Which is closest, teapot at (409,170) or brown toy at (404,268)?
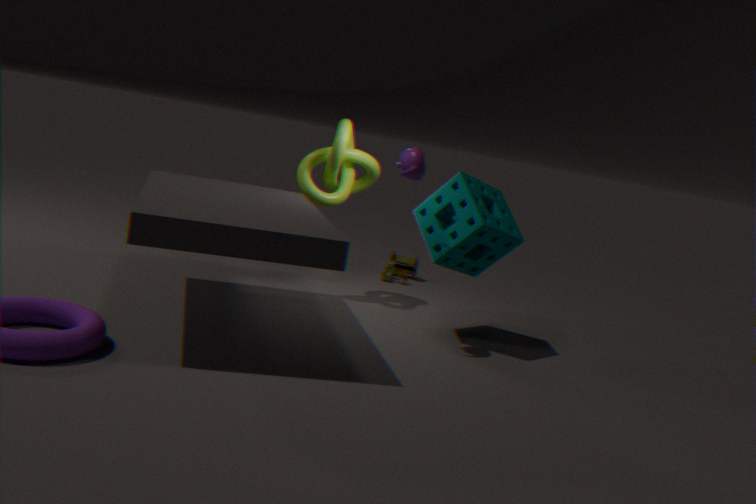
teapot at (409,170)
